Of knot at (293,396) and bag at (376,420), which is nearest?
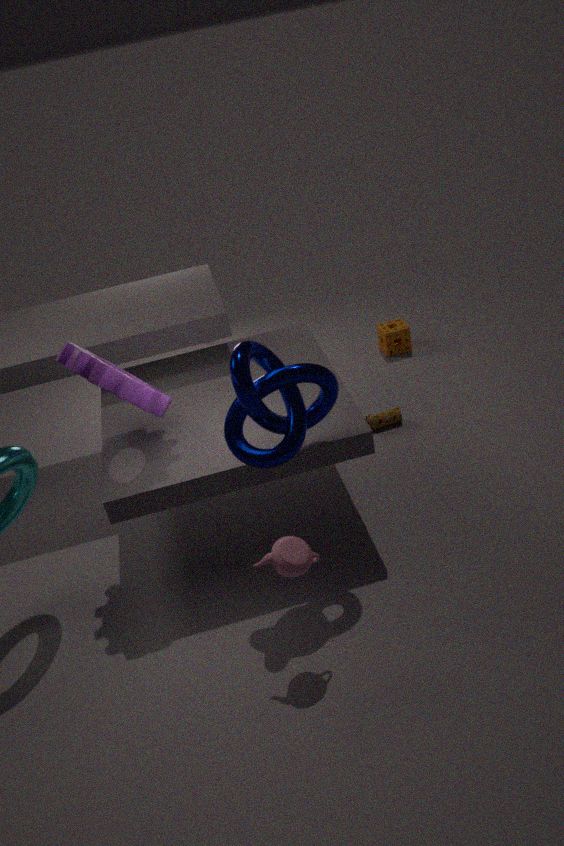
knot at (293,396)
